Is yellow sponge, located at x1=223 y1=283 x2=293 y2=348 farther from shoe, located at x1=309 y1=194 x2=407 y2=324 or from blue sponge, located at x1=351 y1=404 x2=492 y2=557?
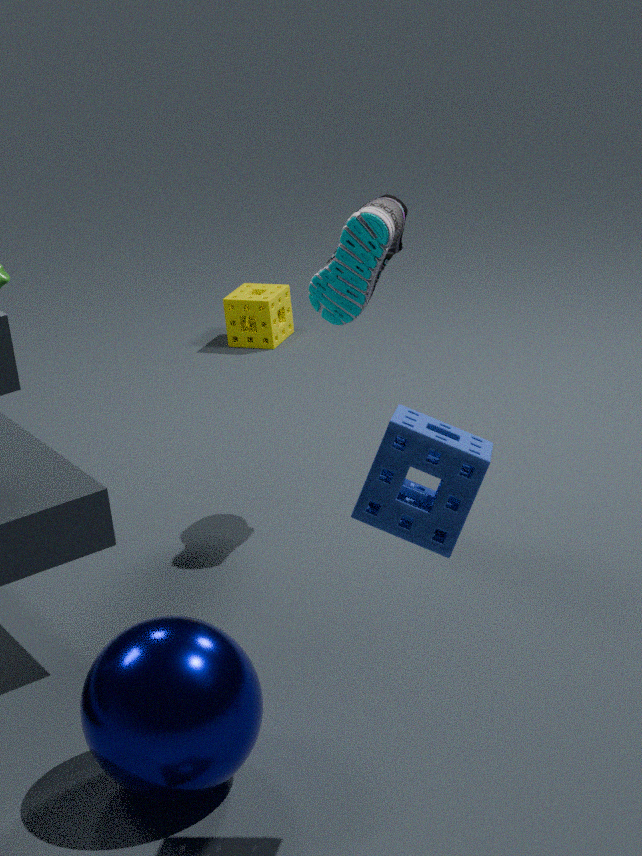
blue sponge, located at x1=351 y1=404 x2=492 y2=557
